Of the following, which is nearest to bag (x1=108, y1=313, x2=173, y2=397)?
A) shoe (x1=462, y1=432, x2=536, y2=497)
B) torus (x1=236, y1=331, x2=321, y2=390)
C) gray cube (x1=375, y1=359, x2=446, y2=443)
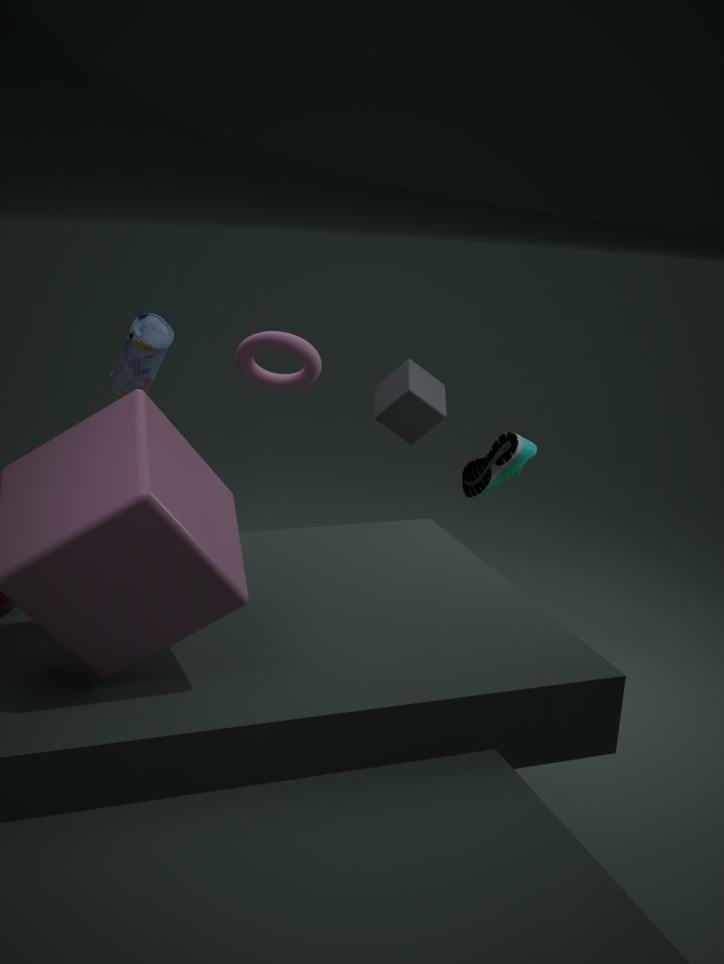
torus (x1=236, y1=331, x2=321, y2=390)
